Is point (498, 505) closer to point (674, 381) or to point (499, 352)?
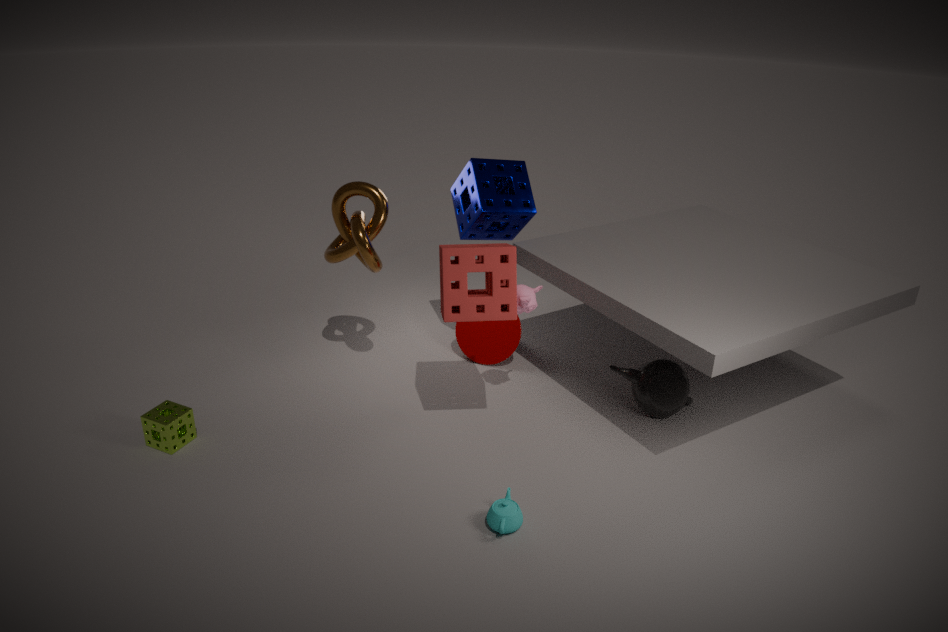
point (674, 381)
